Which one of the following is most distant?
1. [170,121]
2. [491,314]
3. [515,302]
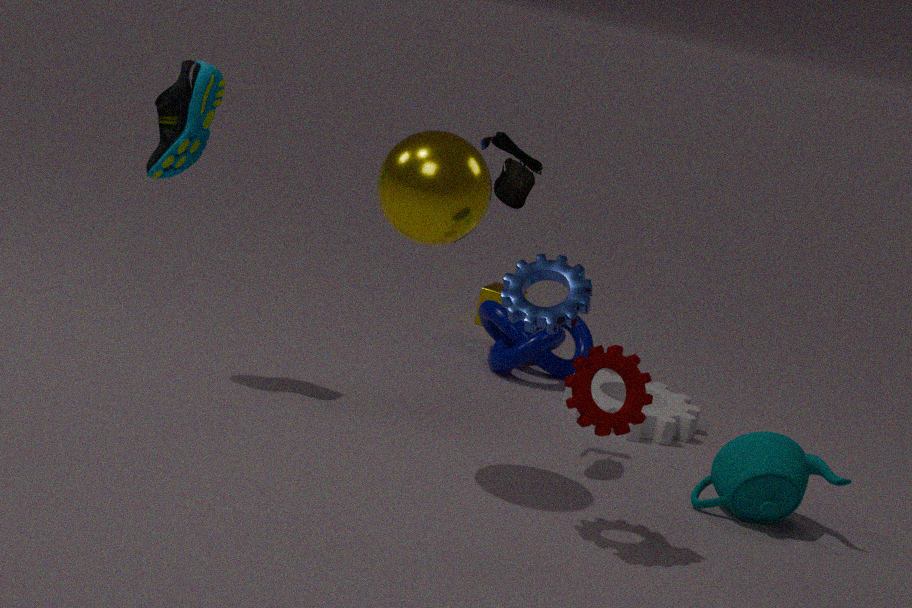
[491,314]
